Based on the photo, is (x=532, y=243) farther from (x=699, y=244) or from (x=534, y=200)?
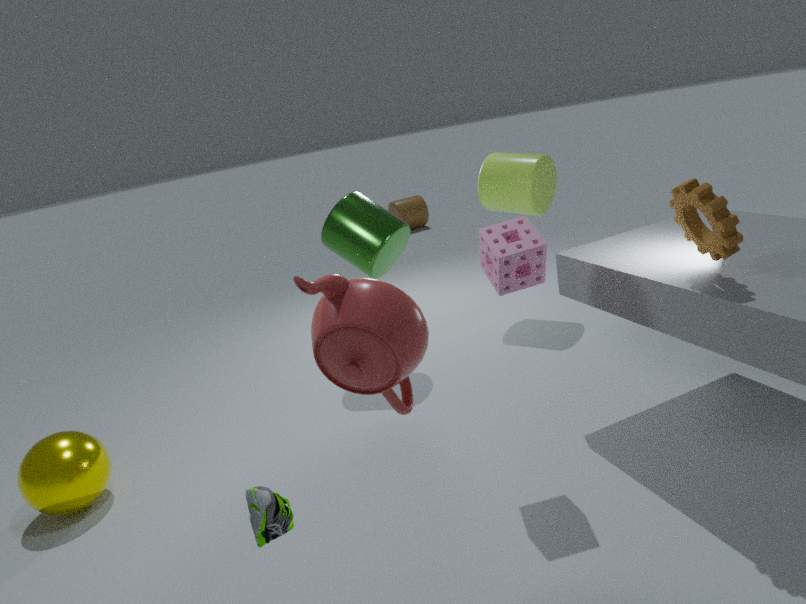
(x=534, y=200)
